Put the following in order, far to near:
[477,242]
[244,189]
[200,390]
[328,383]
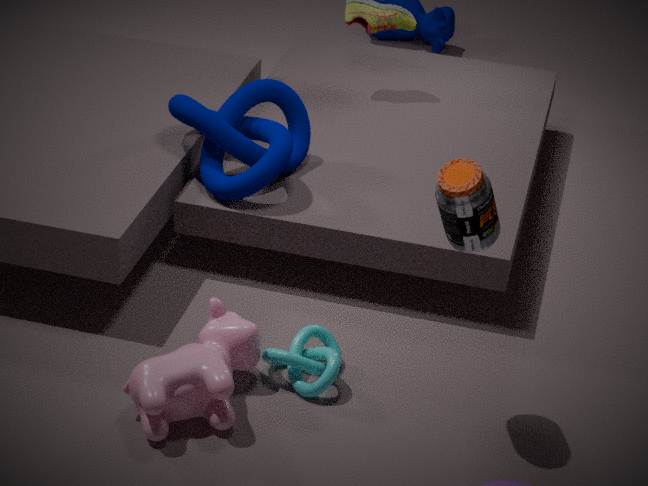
[244,189] → [328,383] → [200,390] → [477,242]
